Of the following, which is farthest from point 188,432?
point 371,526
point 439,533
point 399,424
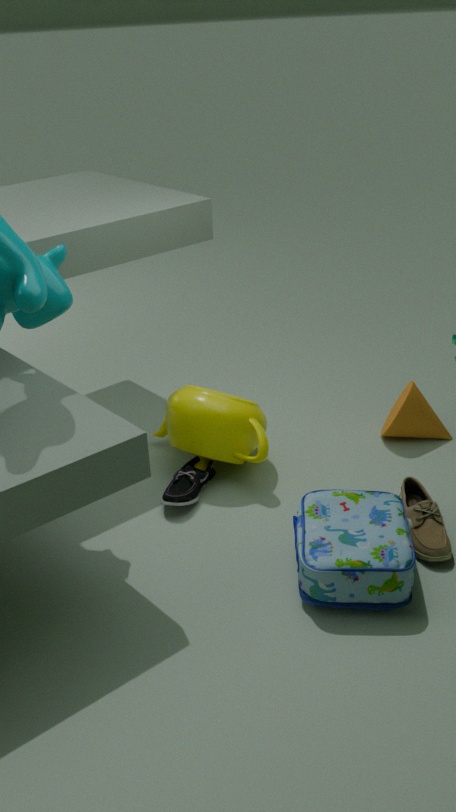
point 439,533
